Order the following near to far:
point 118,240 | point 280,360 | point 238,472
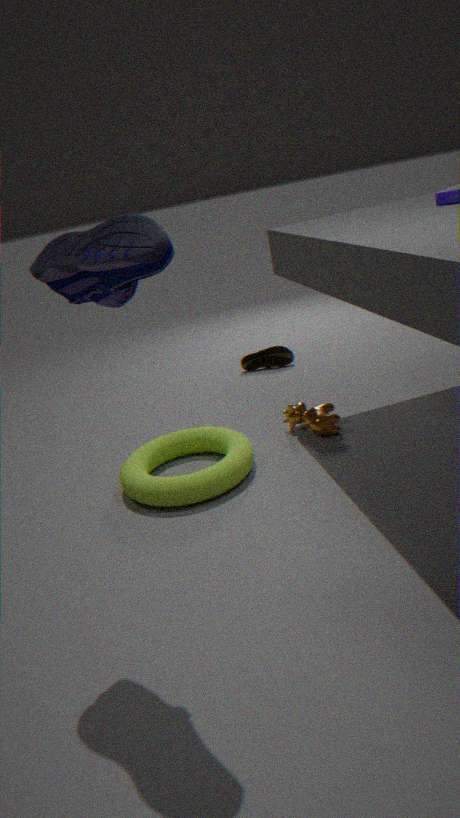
point 118,240 < point 238,472 < point 280,360
